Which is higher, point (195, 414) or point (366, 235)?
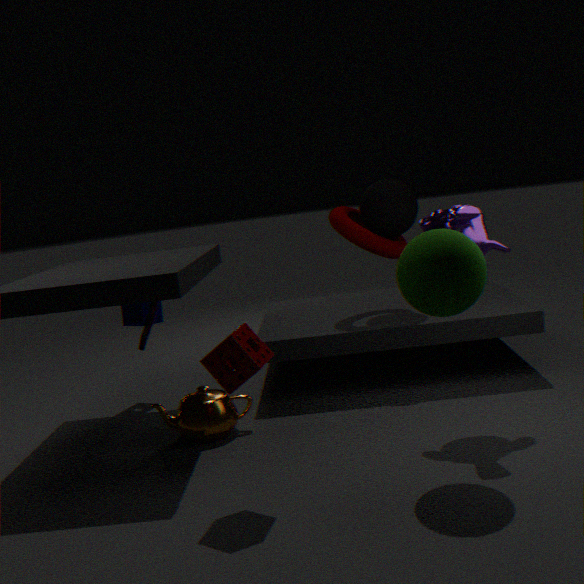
point (366, 235)
